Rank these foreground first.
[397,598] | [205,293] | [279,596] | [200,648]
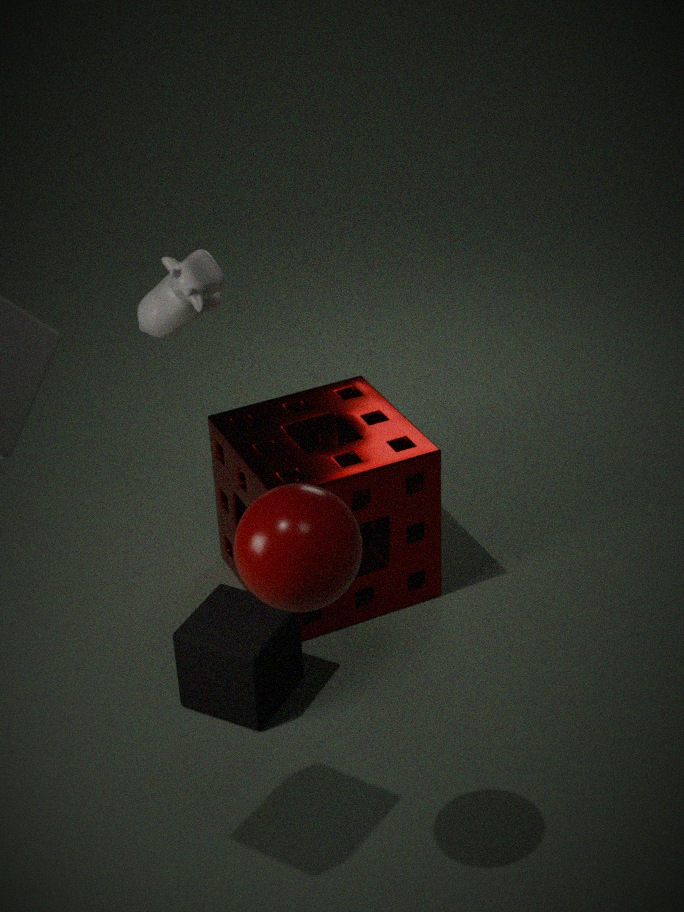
[279,596] < [200,648] < [205,293] < [397,598]
